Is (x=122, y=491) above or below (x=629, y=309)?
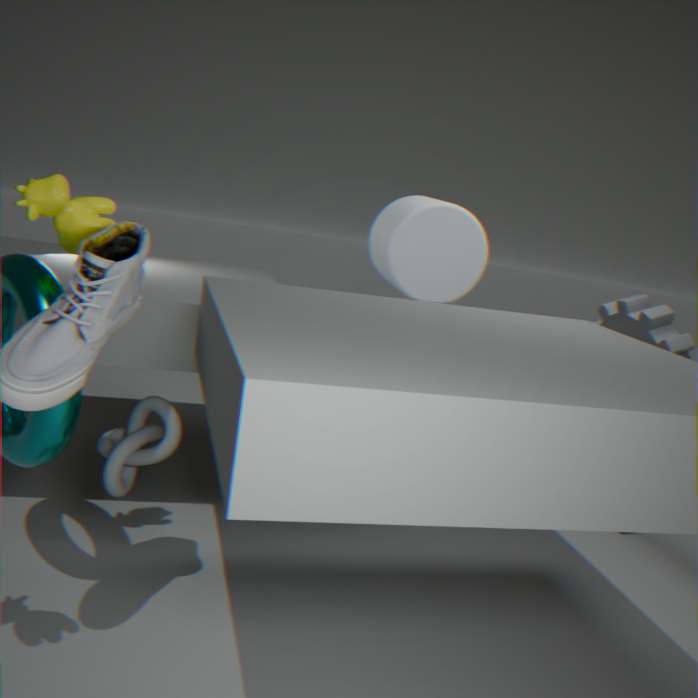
below
